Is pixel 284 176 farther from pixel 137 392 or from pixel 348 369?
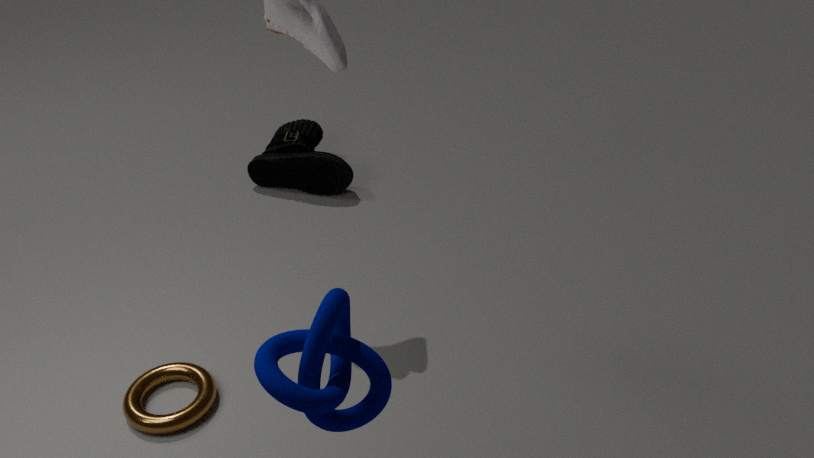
pixel 348 369
